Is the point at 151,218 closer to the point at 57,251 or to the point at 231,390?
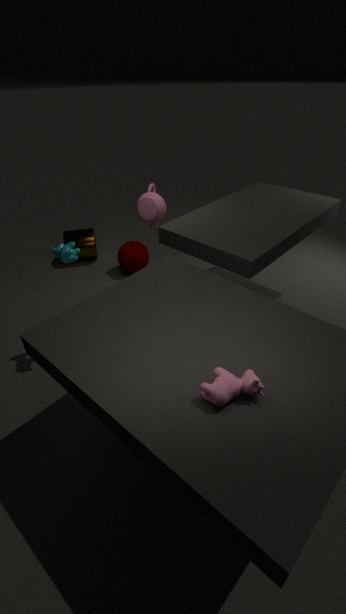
the point at 57,251
